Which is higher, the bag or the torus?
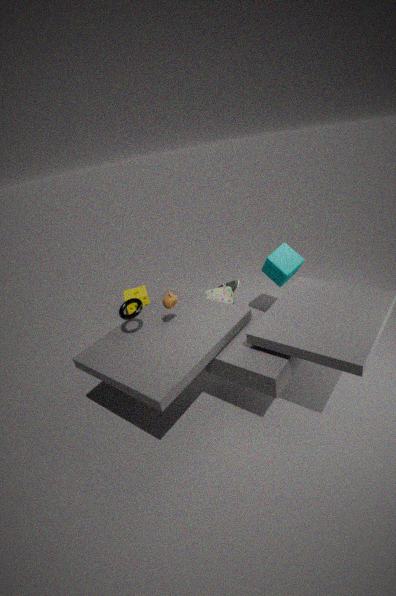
the torus
